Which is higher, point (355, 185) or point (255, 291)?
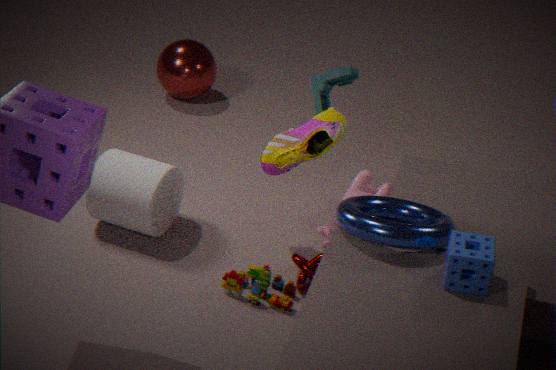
point (355, 185)
